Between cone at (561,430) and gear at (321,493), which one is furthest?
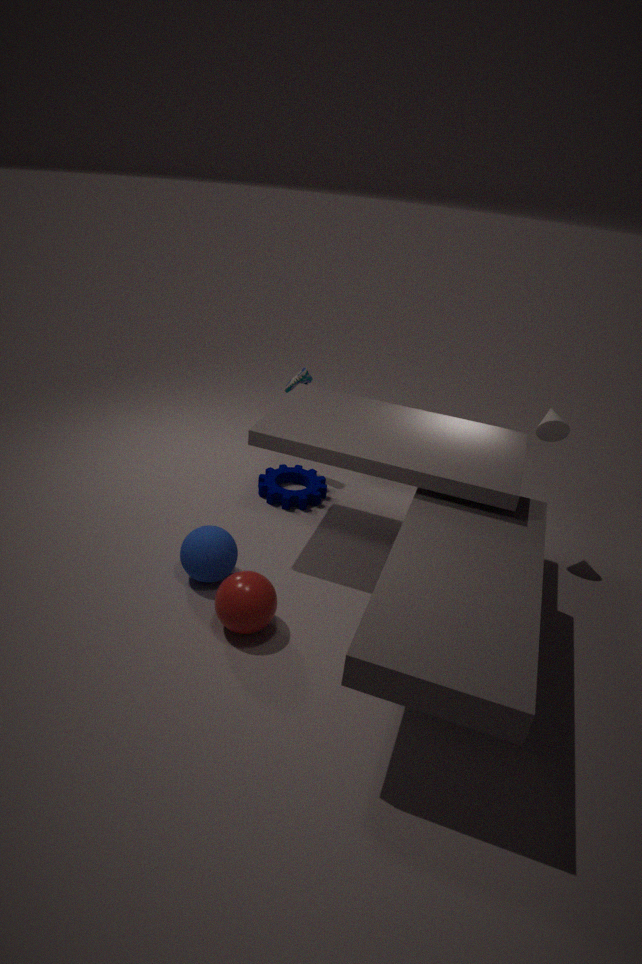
gear at (321,493)
